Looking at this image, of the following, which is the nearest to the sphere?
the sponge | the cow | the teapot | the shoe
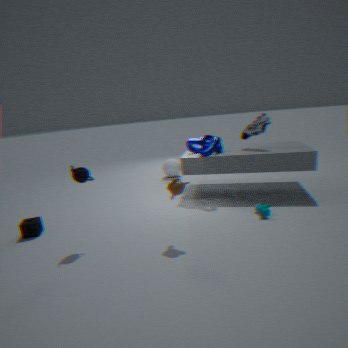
the shoe
